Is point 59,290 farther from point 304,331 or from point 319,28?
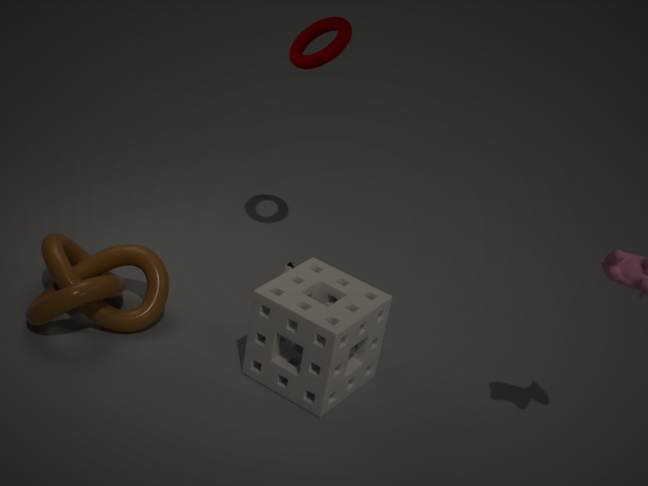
point 319,28
